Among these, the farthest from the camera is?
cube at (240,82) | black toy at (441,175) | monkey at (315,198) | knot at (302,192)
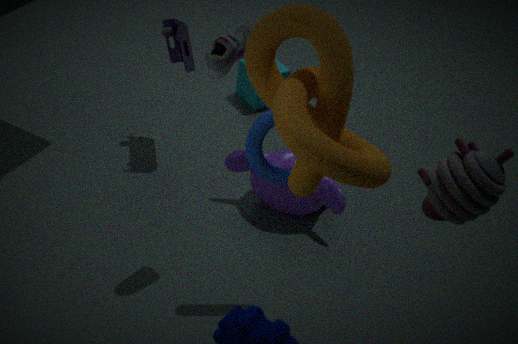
cube at (240,82)
